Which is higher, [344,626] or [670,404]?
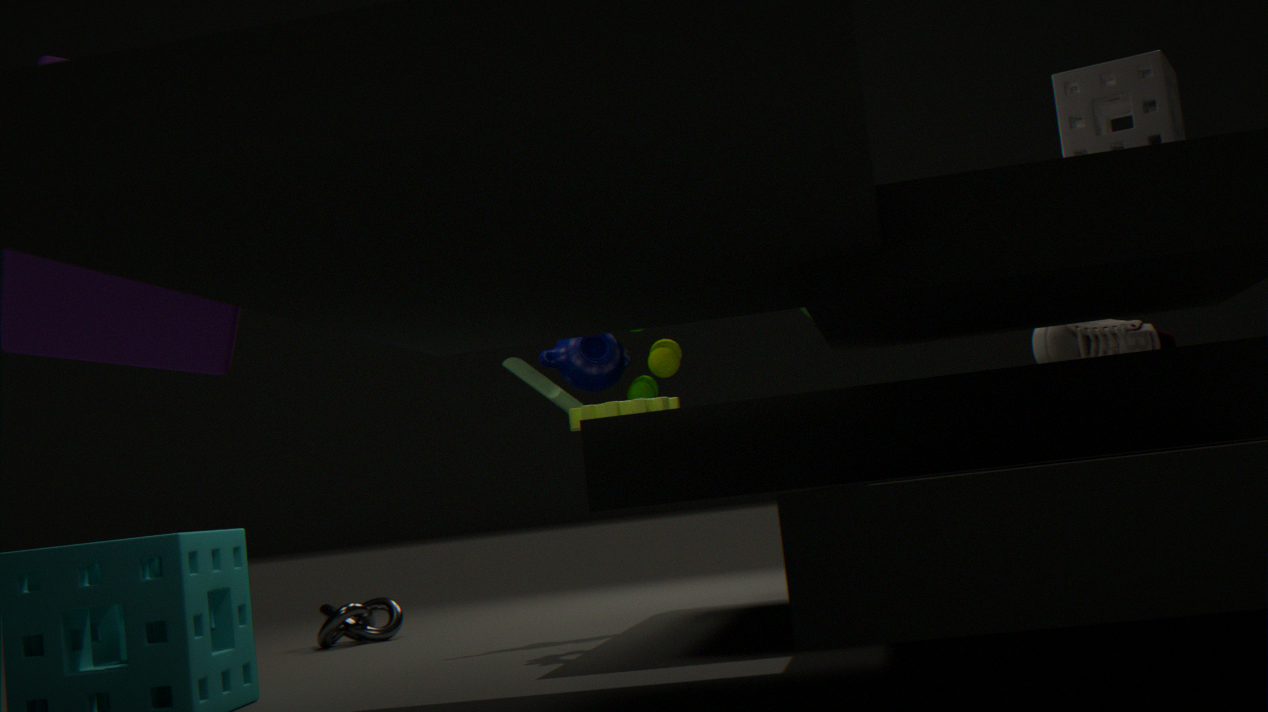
[670,404]
